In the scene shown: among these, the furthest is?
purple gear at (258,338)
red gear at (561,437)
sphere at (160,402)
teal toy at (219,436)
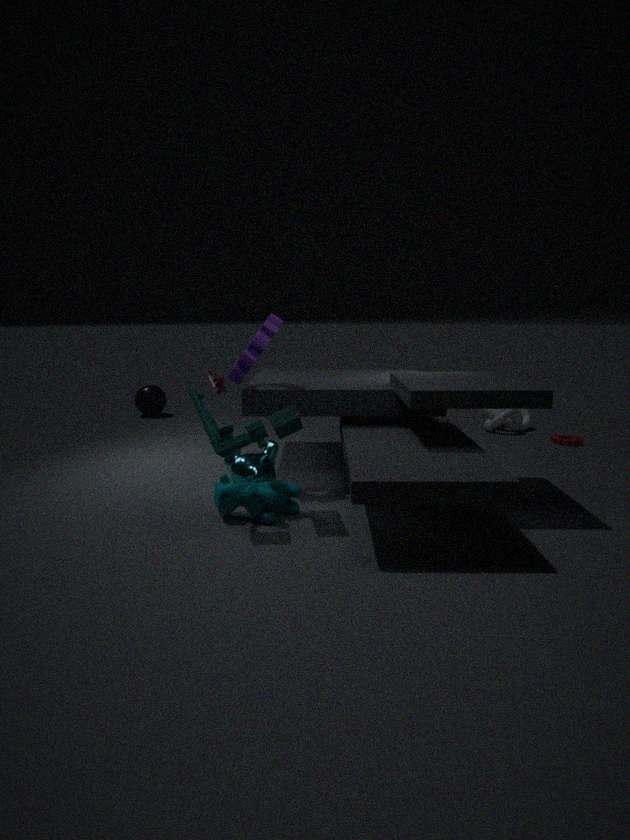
sphere at (160,402)
